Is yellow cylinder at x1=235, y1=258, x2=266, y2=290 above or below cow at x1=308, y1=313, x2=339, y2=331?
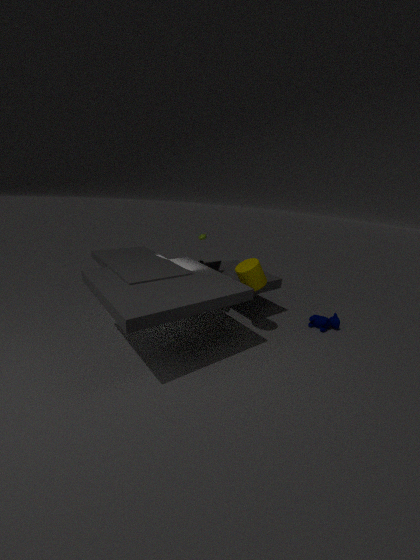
above
